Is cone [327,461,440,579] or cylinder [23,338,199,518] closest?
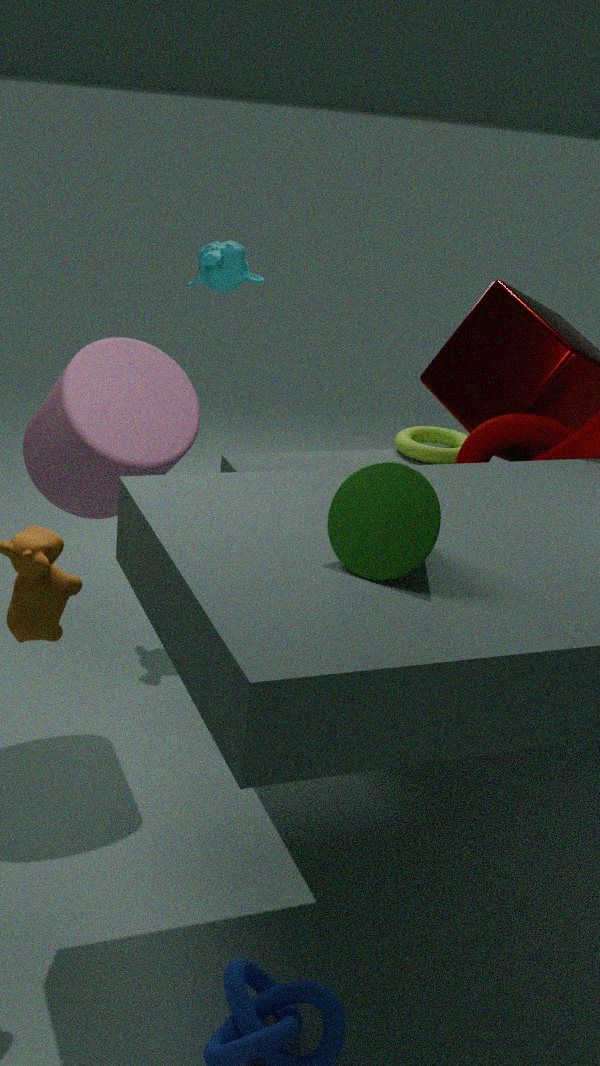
cone [327,461,440,579]
